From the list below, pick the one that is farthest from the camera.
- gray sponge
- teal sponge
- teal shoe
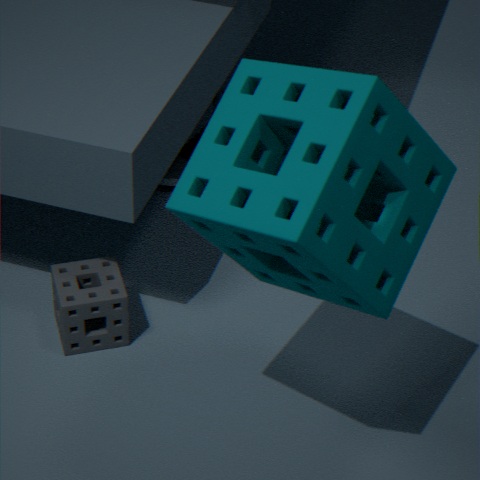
teal shoe
